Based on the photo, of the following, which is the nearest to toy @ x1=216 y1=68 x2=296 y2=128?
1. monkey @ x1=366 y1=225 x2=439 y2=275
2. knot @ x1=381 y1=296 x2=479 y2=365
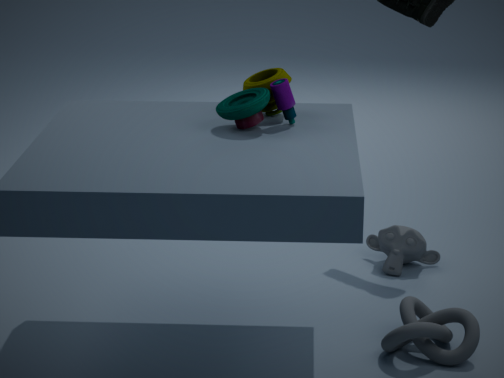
knot @ x1=381 y1=296 x2=479 y2=365
